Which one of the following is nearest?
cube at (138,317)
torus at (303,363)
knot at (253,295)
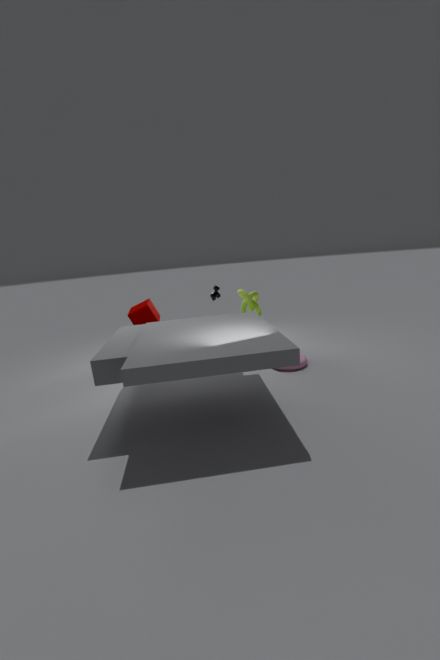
torus at (303,363)
